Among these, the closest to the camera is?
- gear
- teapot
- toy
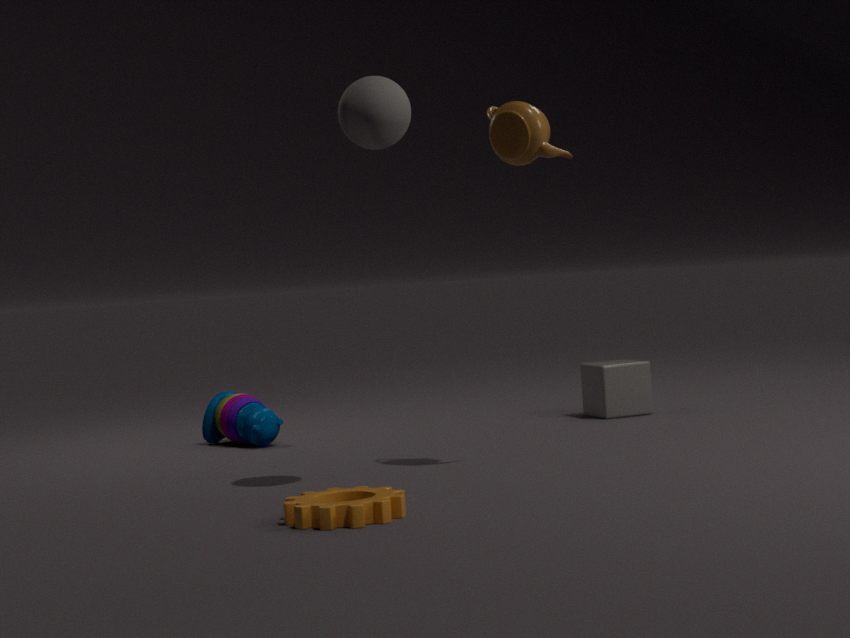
gear
